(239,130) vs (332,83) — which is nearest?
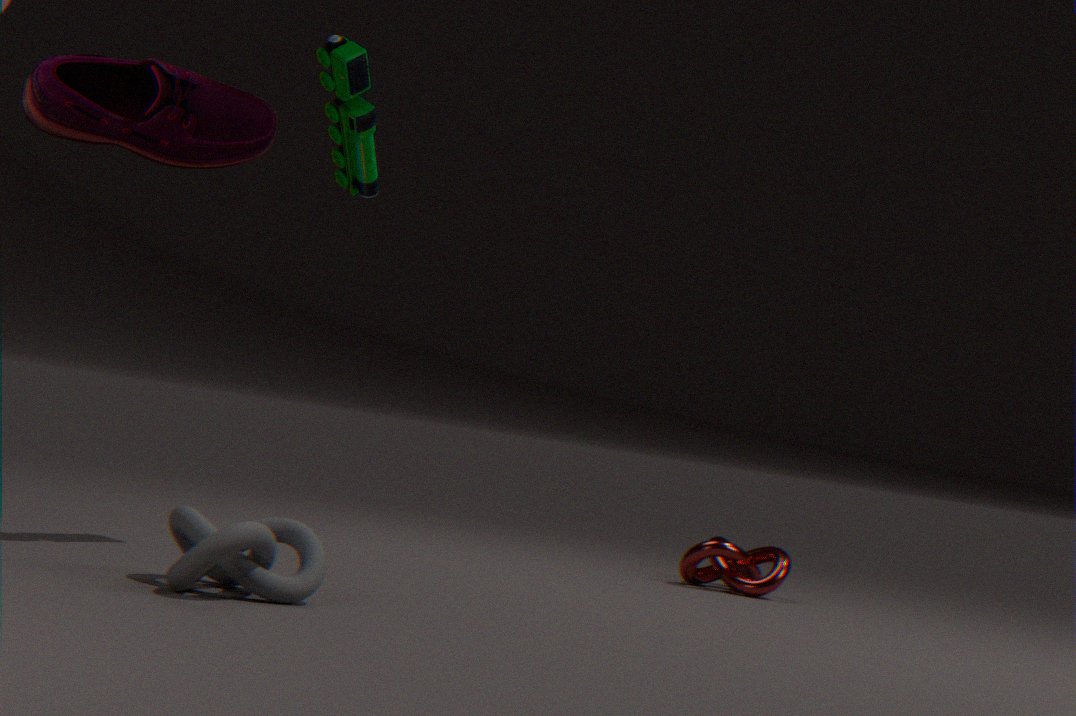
(239,130)
